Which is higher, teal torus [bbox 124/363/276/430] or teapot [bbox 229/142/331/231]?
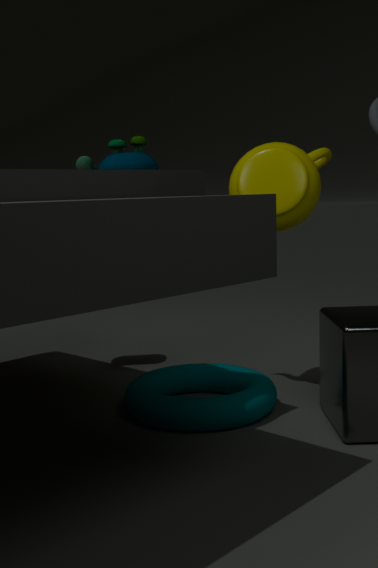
teapot [bbox 229/142/331/231]
